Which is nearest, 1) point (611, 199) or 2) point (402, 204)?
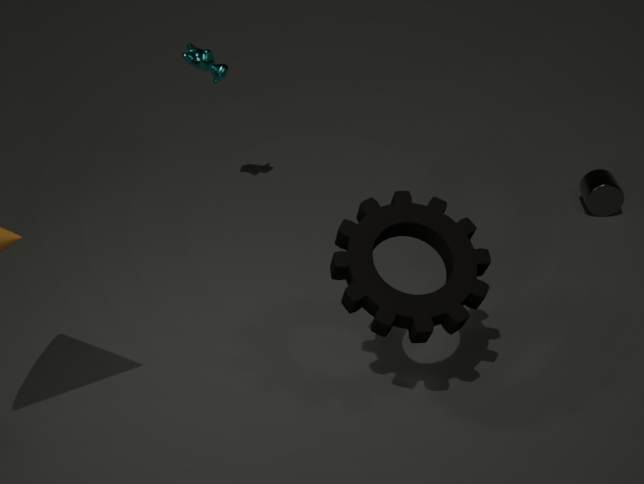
2. point (402, 204)
